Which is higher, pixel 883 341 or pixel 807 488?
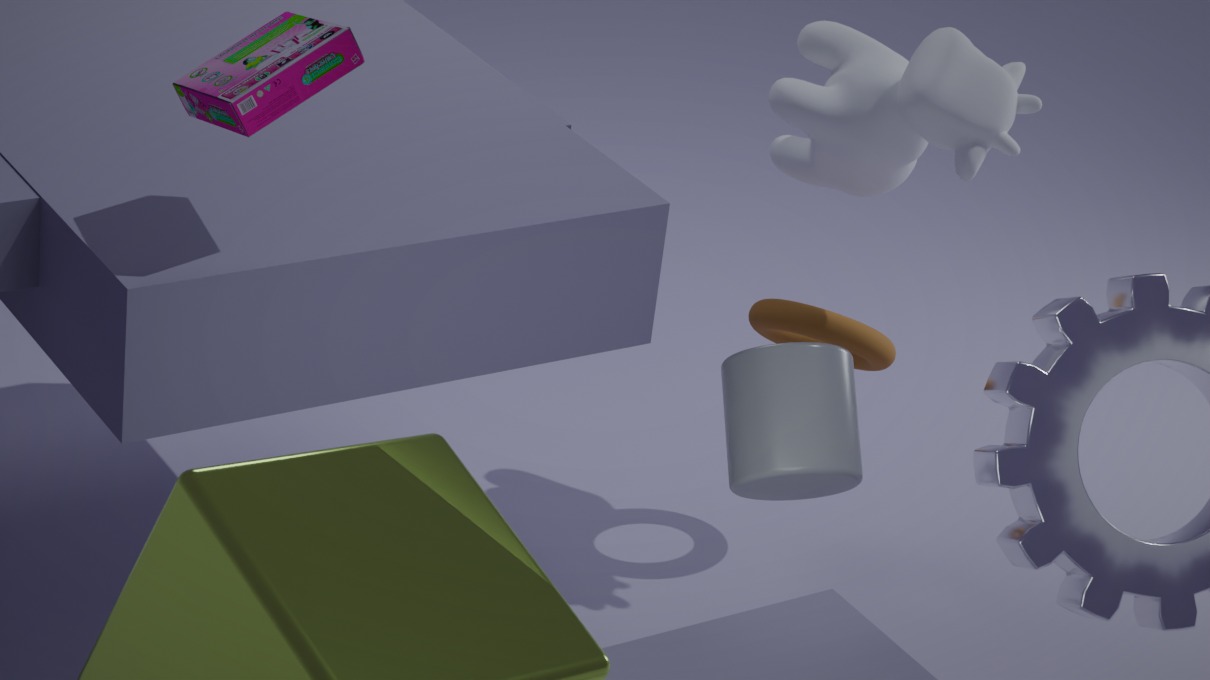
pixel 807 488
